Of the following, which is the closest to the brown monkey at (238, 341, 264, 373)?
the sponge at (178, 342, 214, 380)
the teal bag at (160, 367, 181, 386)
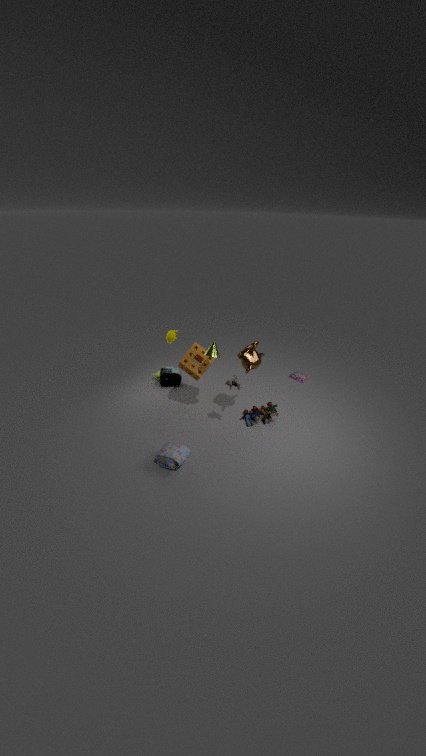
the sponge at (178, 342, 214, 380)
